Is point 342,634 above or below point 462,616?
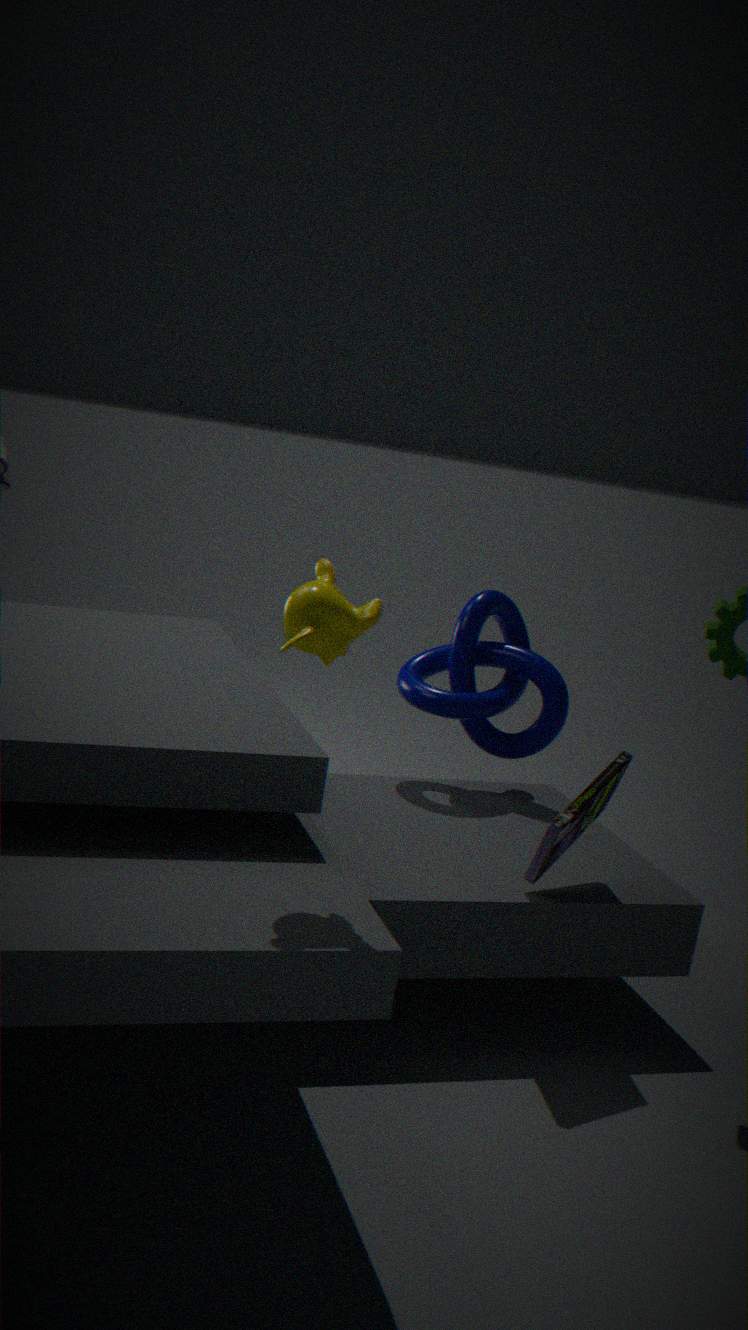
above
